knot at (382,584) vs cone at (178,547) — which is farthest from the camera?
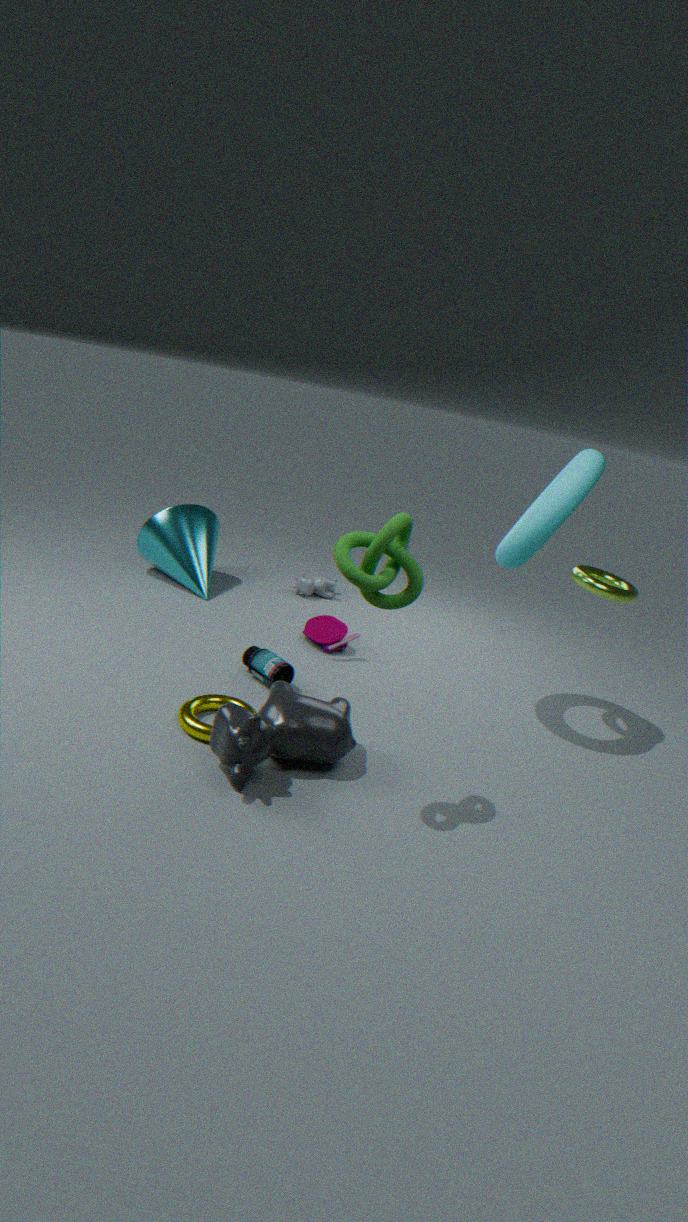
cone at (178,547)
